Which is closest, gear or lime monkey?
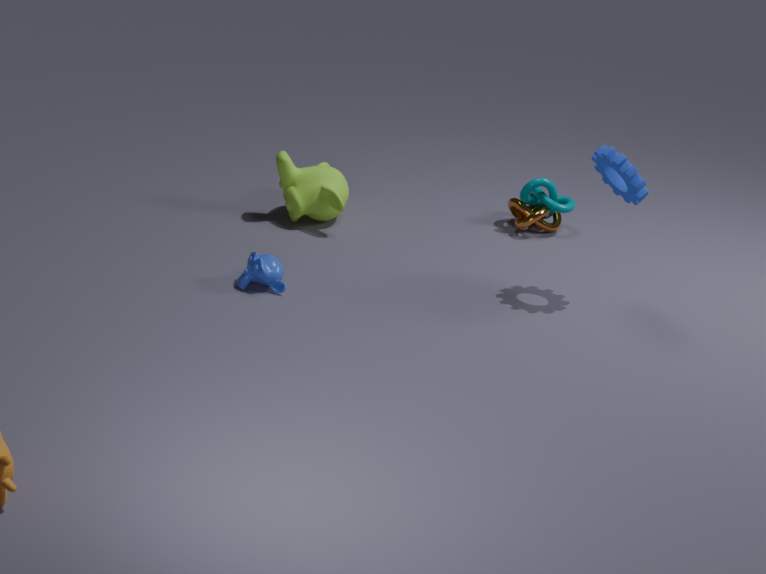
gear
